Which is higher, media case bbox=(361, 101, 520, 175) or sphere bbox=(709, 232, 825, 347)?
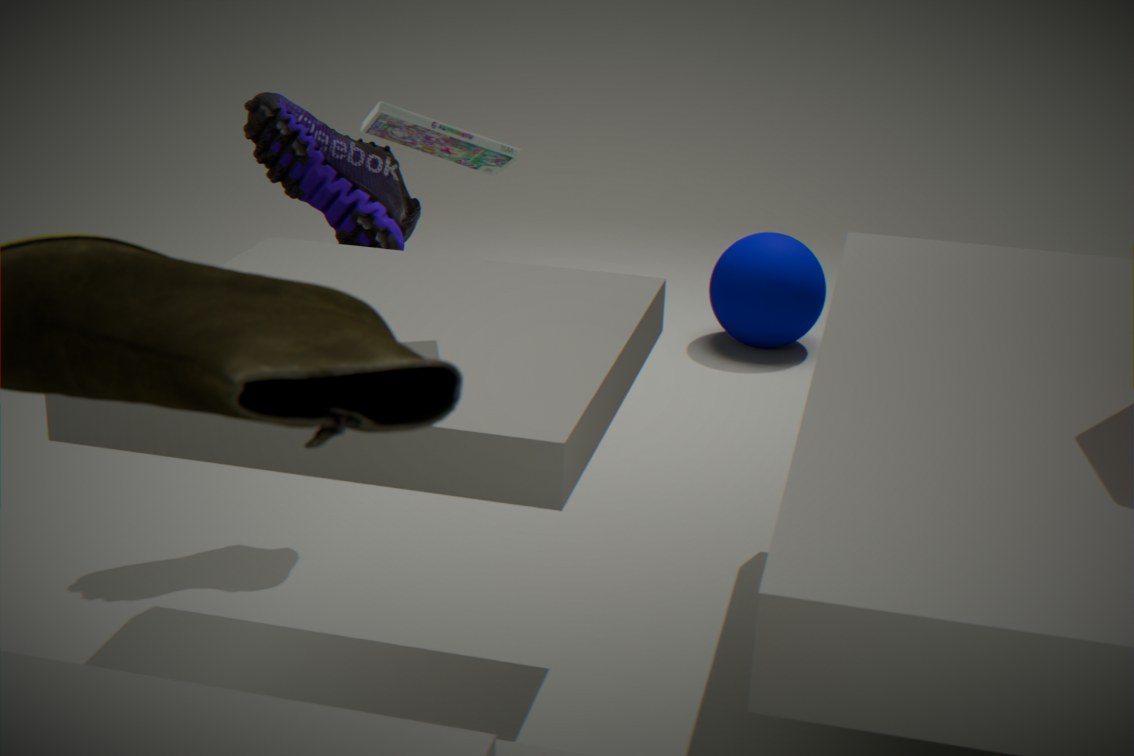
media case bbox=(361, 101, 520, 175)
